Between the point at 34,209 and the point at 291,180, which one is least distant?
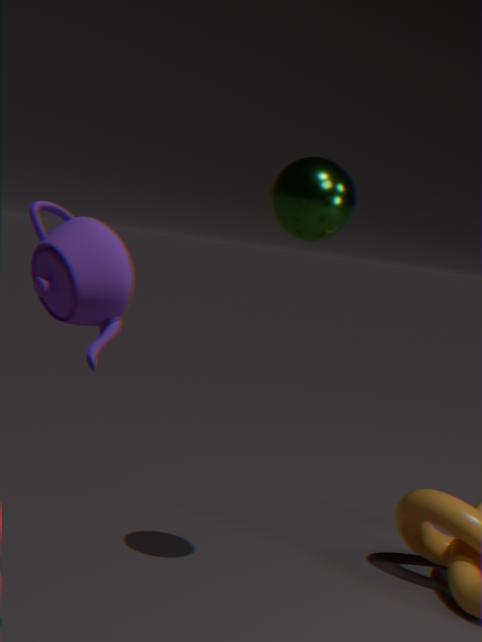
the point at 34,209
